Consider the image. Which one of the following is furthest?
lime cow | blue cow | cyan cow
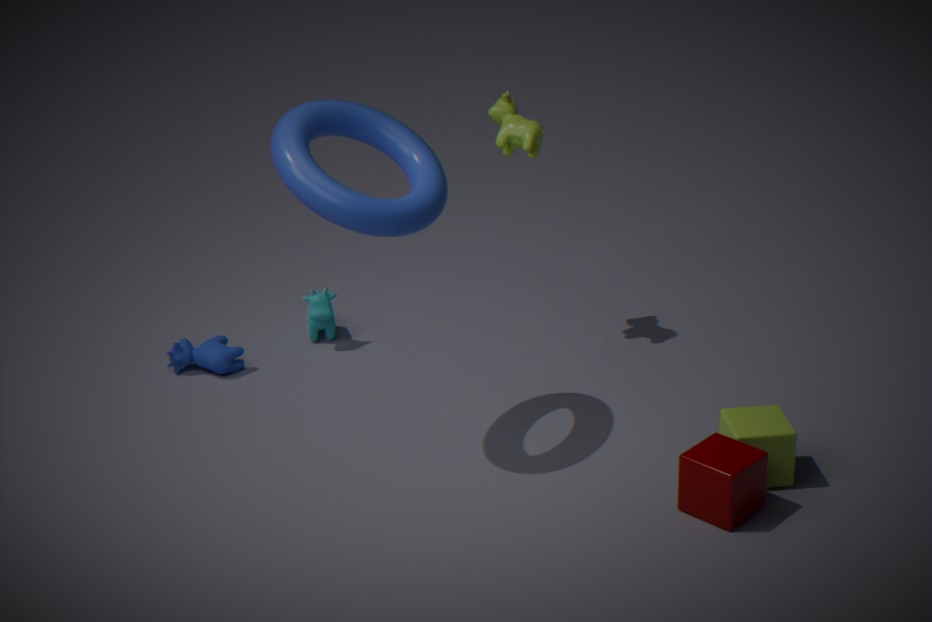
cyan cow
